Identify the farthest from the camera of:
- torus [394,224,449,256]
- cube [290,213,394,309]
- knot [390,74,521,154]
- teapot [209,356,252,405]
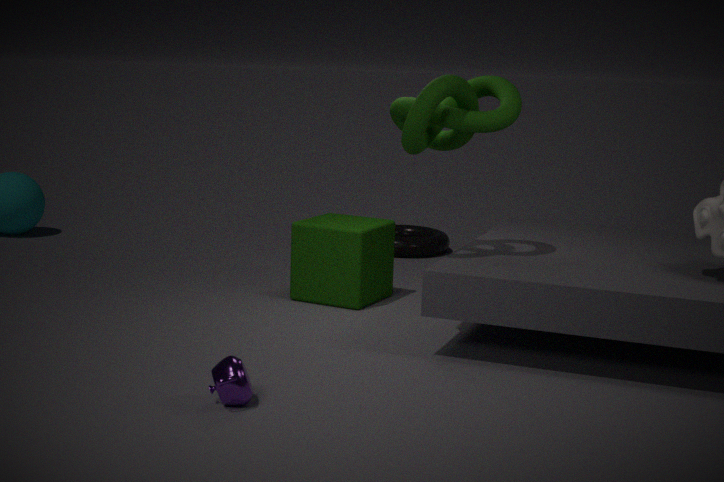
torus [394,224,449,256]
